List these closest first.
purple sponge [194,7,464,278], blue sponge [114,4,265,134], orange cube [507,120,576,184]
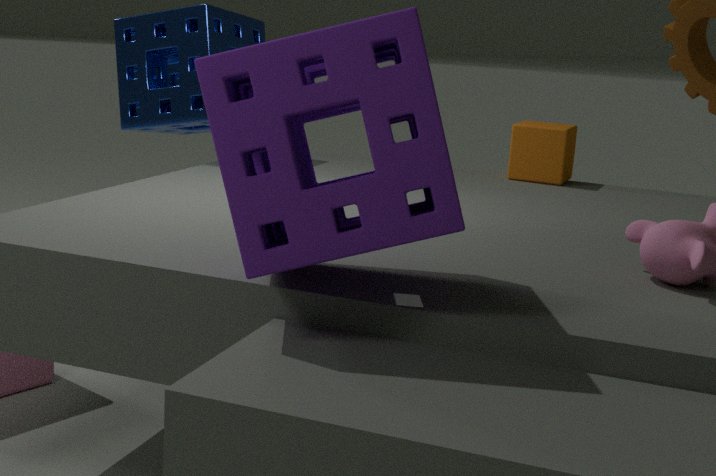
purple sponge [194,7,464,278] < blue sponge [114,4,265,134] < orange cube [507,120,576,184]
